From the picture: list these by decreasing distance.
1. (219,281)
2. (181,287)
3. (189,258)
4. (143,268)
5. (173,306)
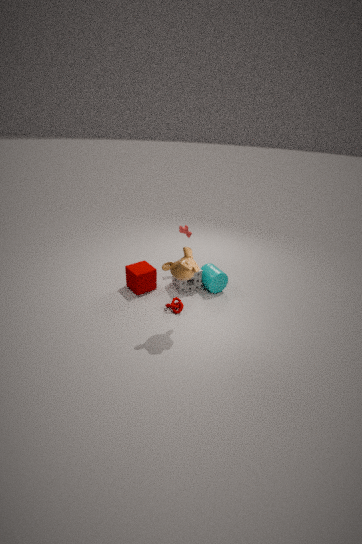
(181,287) < (219,281) < (143,268) < (173,306) < (189,258)
